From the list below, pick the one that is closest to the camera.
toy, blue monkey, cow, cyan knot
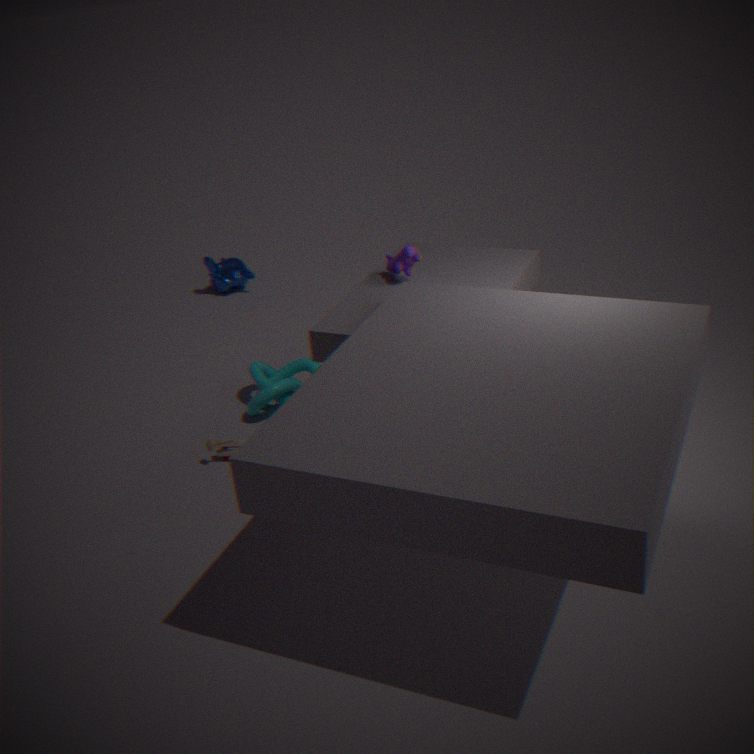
cow
